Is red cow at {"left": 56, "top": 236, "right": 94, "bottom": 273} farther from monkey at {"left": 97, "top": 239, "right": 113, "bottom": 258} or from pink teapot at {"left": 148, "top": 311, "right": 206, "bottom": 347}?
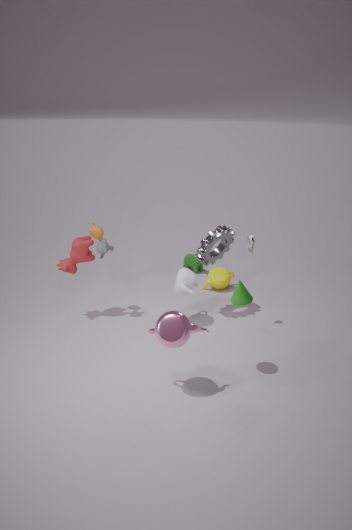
pink teapot at {"left": 148, "top": 311, "right": 206, "bottom": 347}
